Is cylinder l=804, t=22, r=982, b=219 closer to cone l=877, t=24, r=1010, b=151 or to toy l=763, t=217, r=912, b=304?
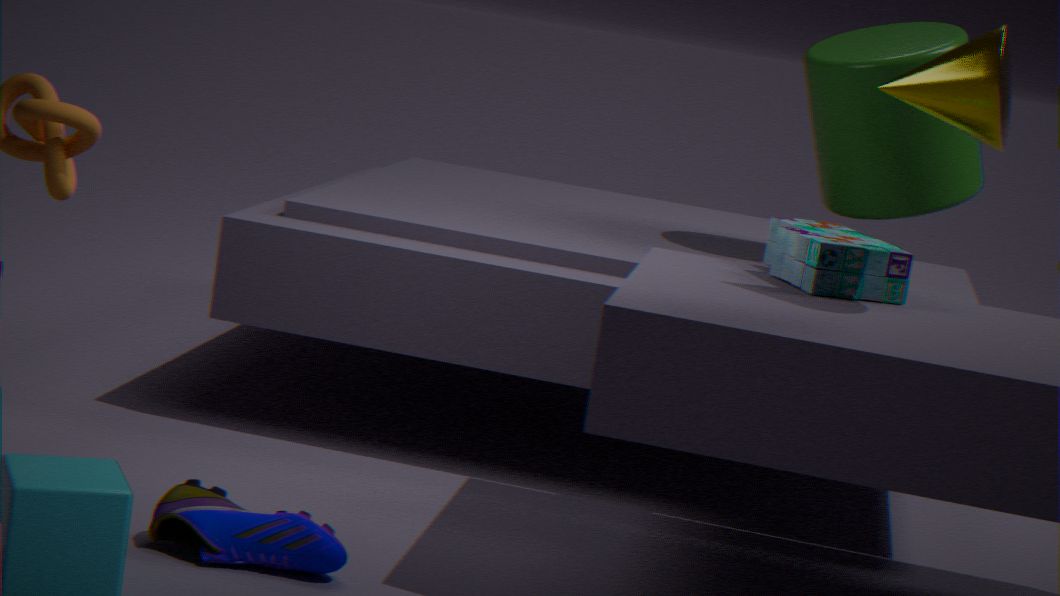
toy l=763, t=217, r=912, b=304
